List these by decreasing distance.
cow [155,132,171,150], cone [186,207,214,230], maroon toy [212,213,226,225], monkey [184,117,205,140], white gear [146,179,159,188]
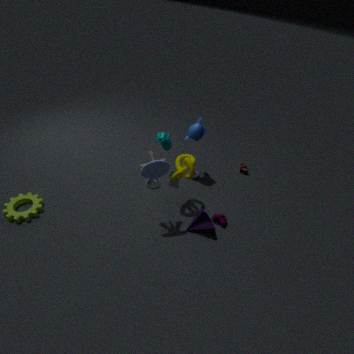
white gear [146,179,159,188] → monkey [184,117,205,140] → cow [155,132,171,150] → maroon toy [212,213,226,225] → cone [186,207,214,230]
